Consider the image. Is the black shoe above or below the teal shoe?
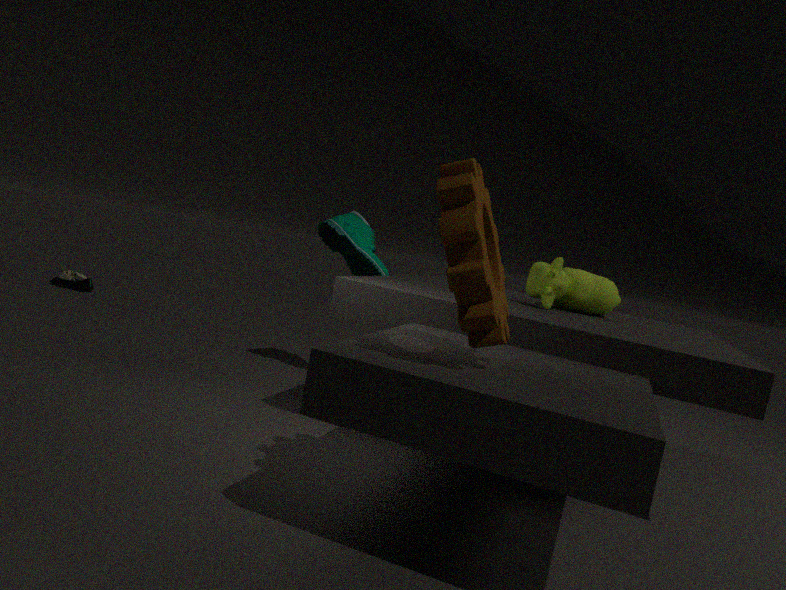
below
